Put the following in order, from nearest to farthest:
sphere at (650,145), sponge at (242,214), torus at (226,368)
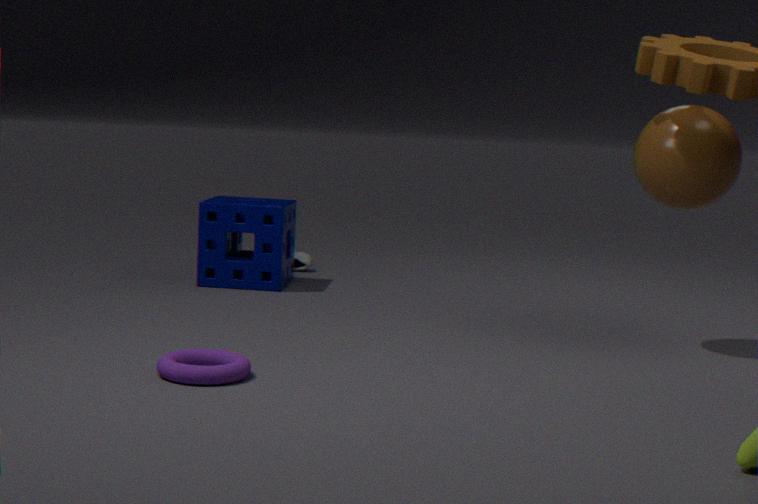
torus at (226,368)
sphere at (650,145)
sponge at (242,214)
